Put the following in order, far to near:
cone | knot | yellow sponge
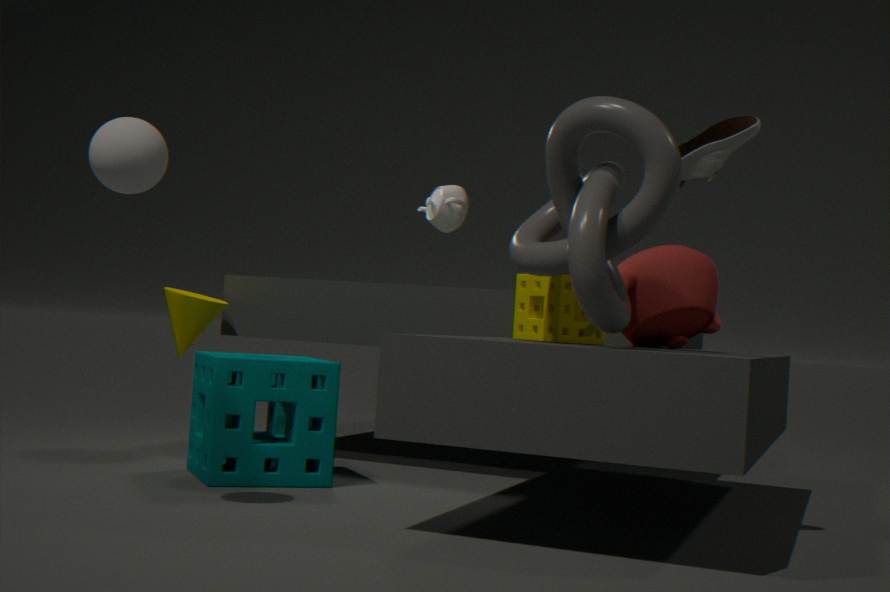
cone
yellow sponge
knot
